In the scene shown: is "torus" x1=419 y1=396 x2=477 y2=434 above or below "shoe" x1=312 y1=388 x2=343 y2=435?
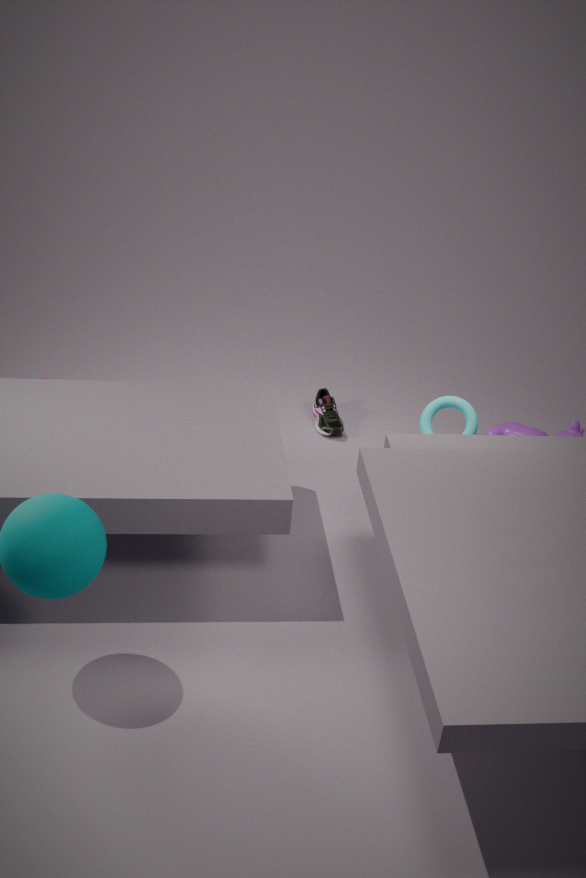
above
